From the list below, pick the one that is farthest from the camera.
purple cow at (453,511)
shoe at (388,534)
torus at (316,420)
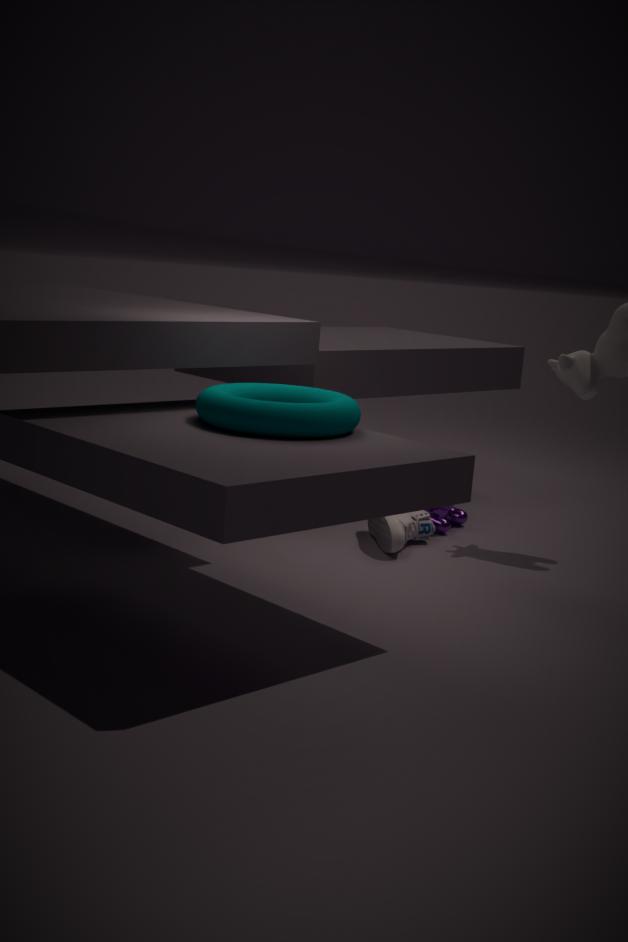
purple cow at (453,511)
